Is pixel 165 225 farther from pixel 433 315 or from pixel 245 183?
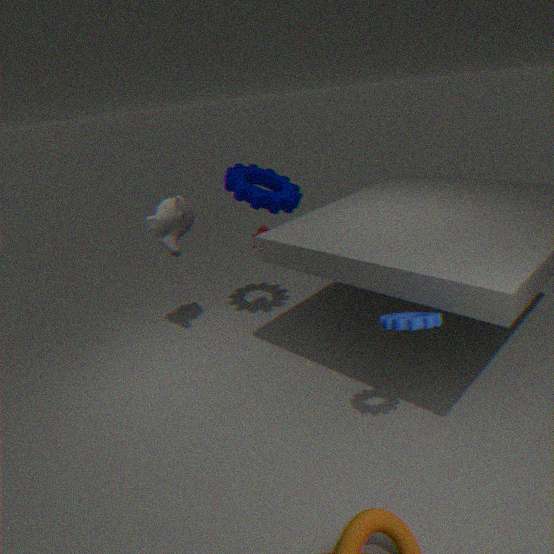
pixel 433 315
